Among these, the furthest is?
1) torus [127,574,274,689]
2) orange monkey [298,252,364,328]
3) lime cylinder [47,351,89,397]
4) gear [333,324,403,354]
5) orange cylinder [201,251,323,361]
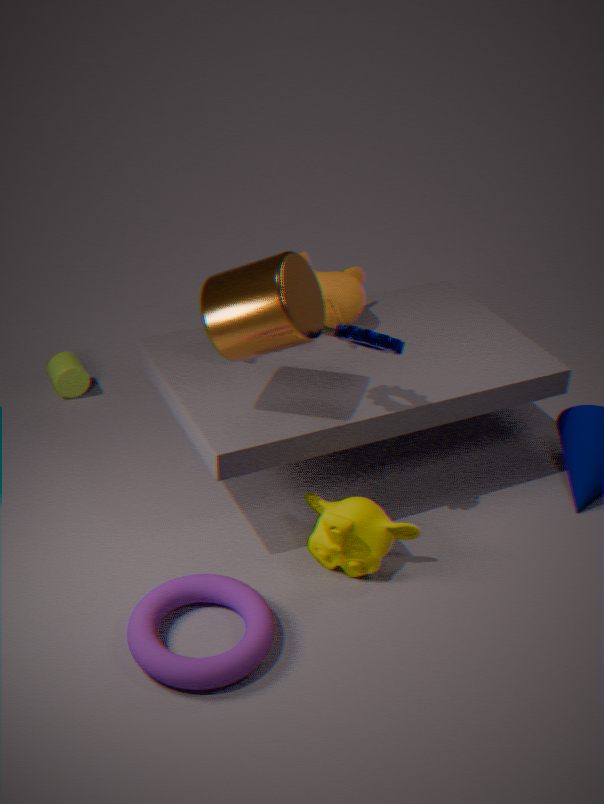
3. lime cylinder [47,351,89,397]
